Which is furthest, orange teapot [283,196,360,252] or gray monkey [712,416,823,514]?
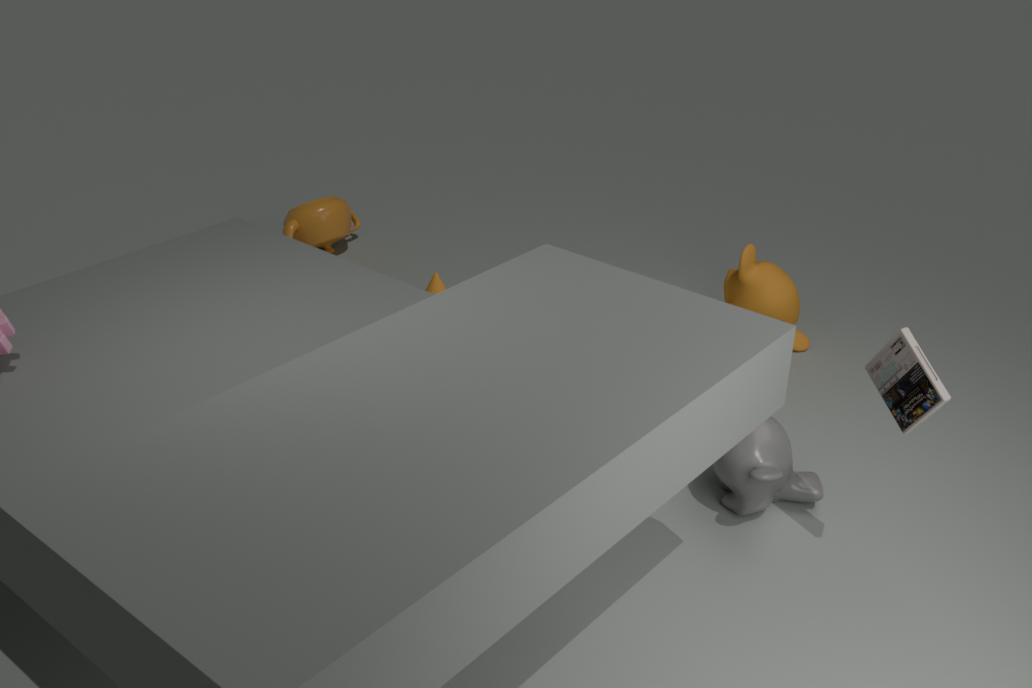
orange teapot [283,196,360,252]
